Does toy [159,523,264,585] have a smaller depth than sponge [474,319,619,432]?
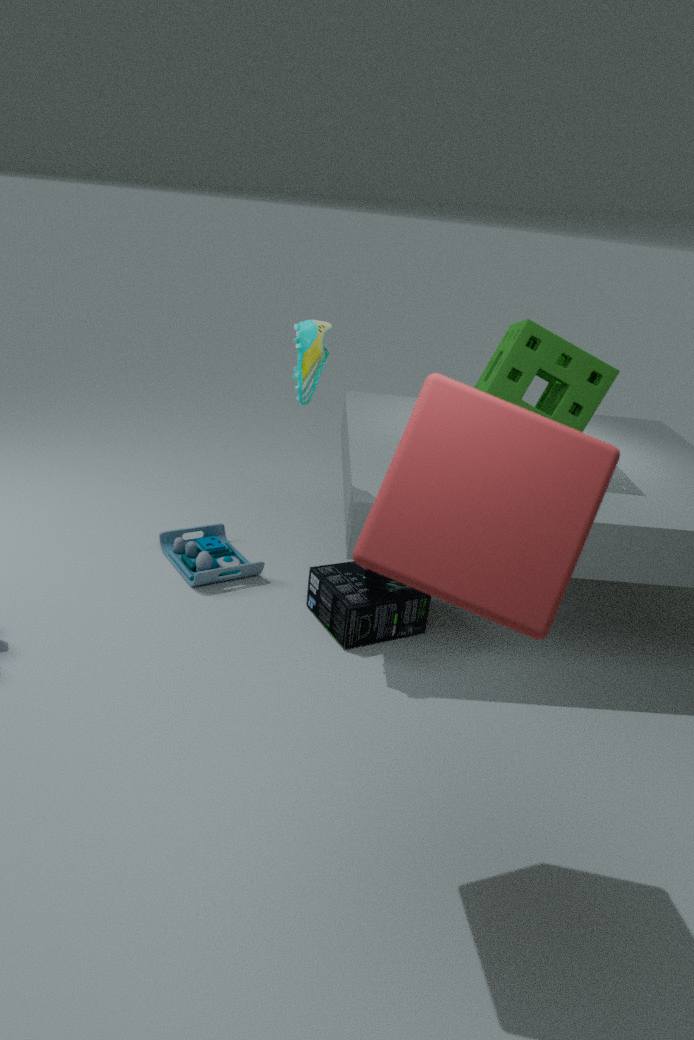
No
